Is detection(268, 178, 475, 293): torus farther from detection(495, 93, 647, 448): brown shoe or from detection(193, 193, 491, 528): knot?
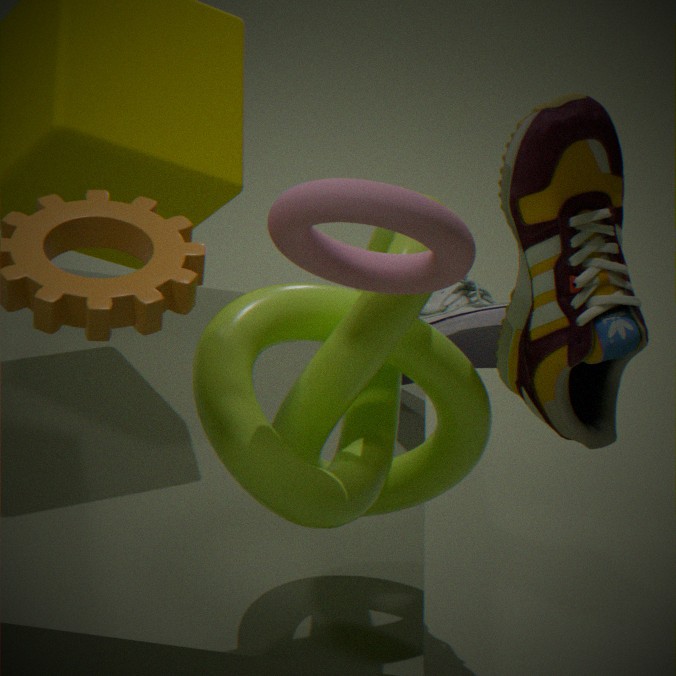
detection(495, 93, 647, 448): brown shoe
